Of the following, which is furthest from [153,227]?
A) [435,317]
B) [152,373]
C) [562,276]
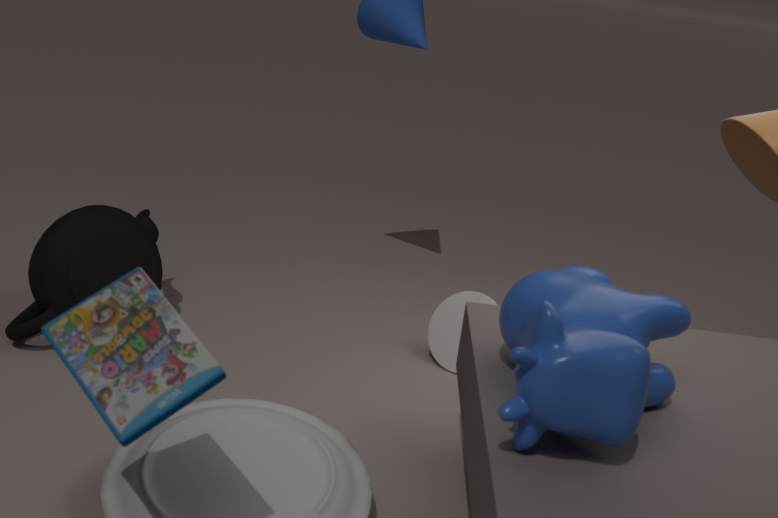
[562,276]
